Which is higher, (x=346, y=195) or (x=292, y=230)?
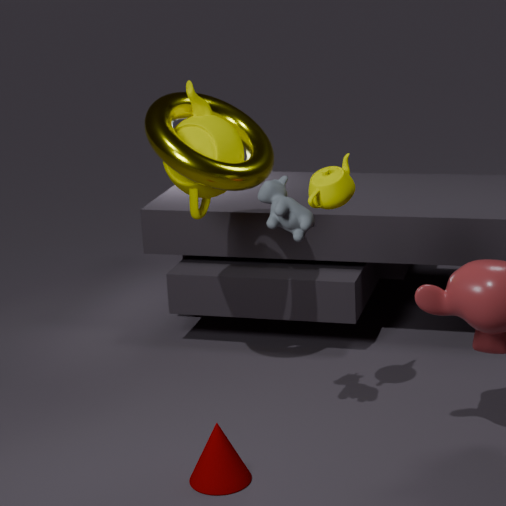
(x=346, y=195)
